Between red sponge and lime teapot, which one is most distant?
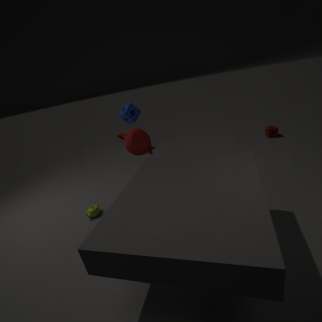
red sponge
